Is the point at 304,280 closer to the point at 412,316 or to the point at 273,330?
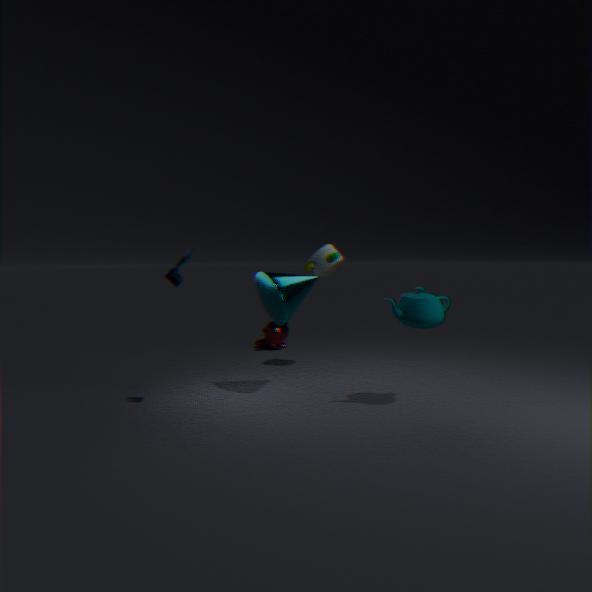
the point at 412,316
